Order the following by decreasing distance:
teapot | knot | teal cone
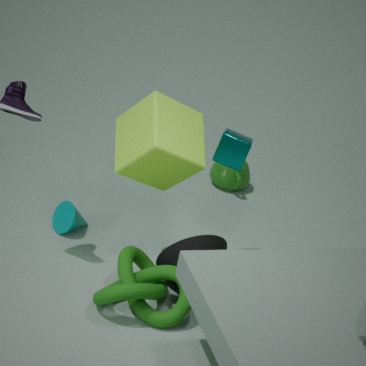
1. teapot
2. teal cone
3. knot
